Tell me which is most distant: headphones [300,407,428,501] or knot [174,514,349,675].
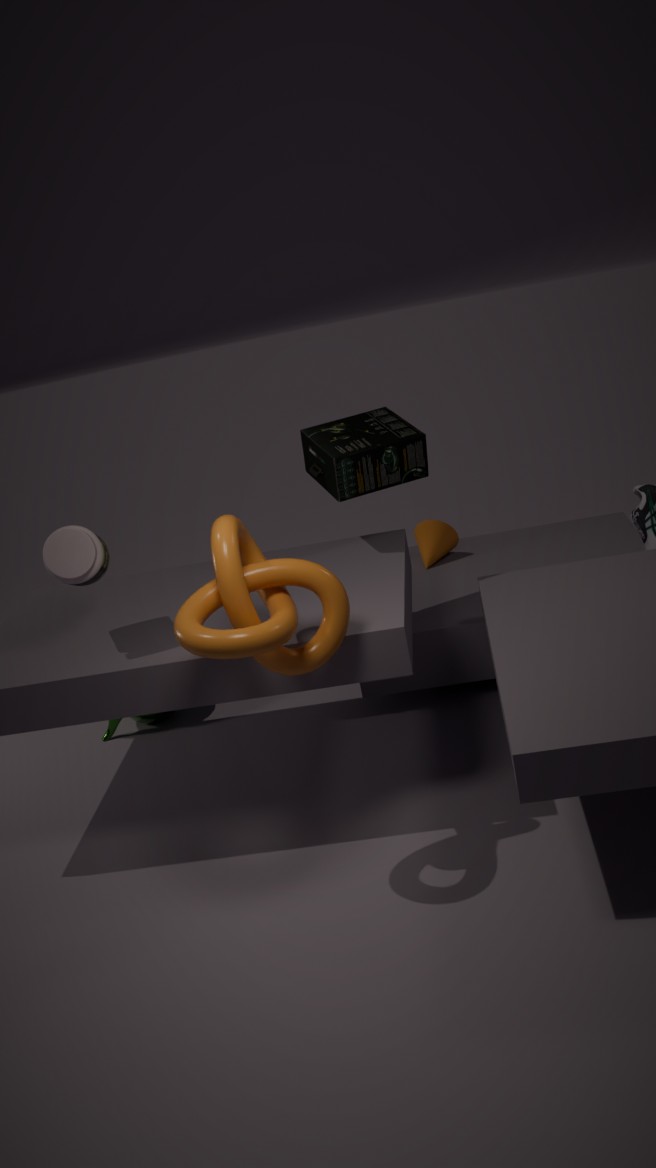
headphones [300,407,428,501]
